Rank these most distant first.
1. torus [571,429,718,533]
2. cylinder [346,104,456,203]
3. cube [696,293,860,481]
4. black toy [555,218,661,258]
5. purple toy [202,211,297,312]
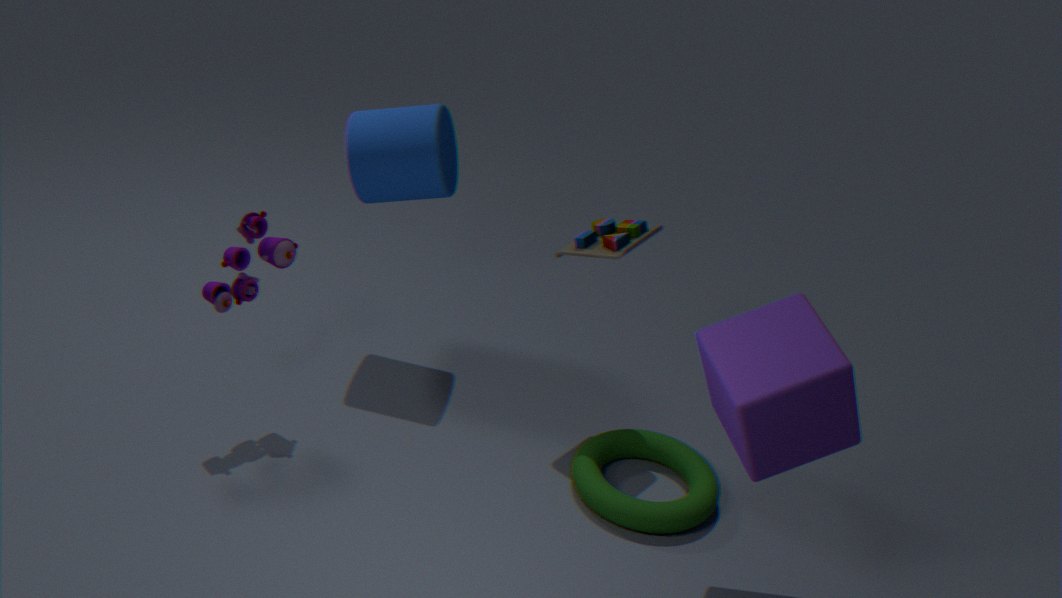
cylinder [346,104,456,203]
black toy [555,218,661,258]
torus [571,429,718,533]
purple toy [202,211,297,312]
cube [696,293,860,481]
